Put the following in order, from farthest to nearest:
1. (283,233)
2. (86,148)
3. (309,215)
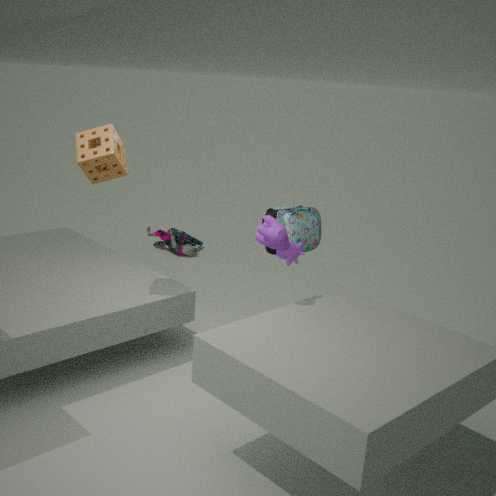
(309,215), (86,148), (283,233)
